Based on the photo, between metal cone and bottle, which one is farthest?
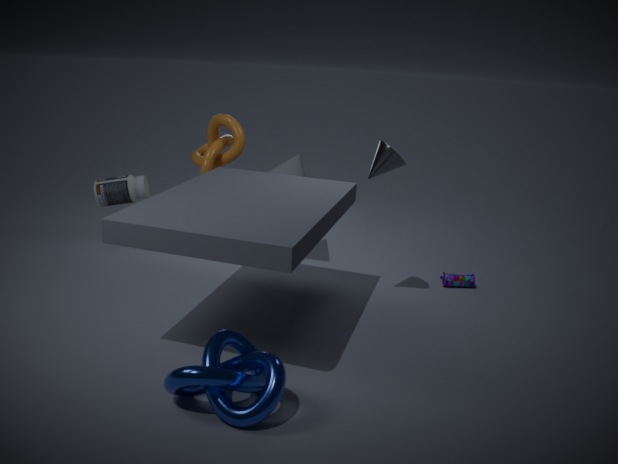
bottle
